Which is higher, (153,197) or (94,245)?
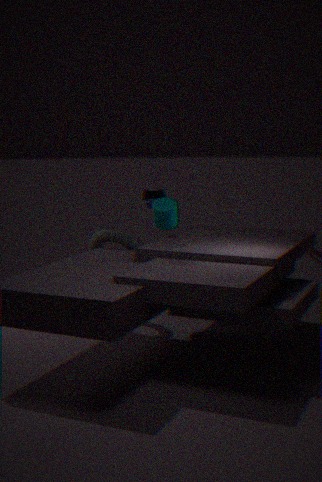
(153,197)
